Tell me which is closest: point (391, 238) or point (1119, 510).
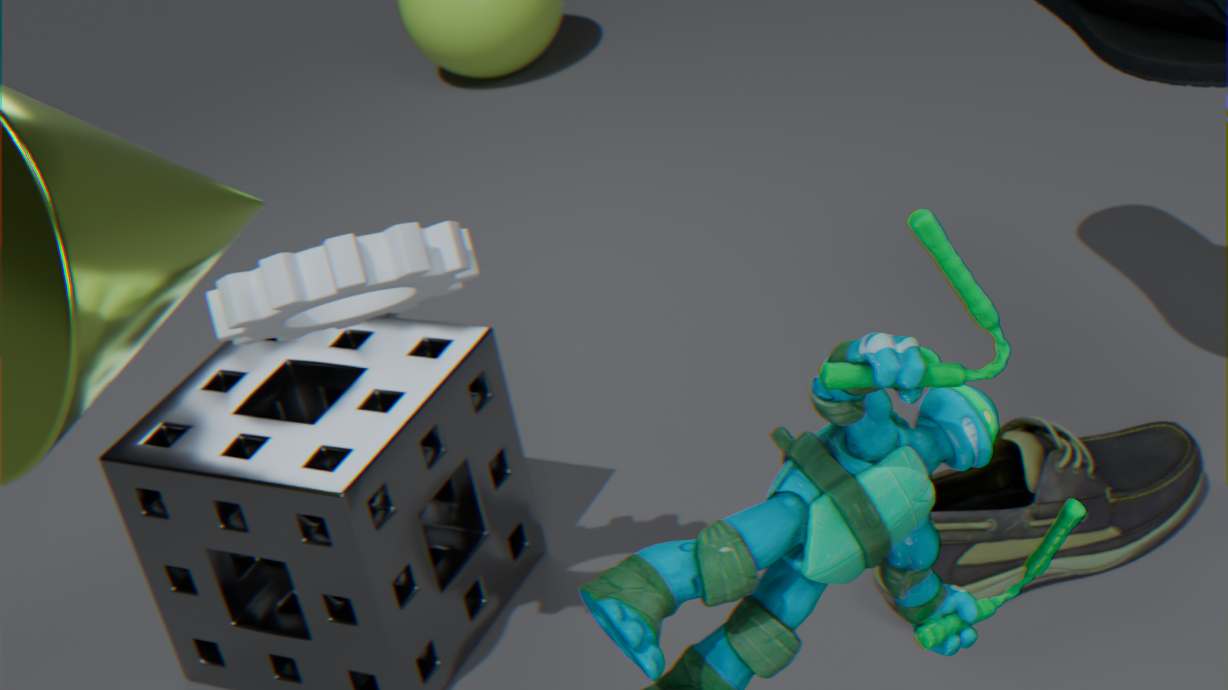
point (391, 238)
